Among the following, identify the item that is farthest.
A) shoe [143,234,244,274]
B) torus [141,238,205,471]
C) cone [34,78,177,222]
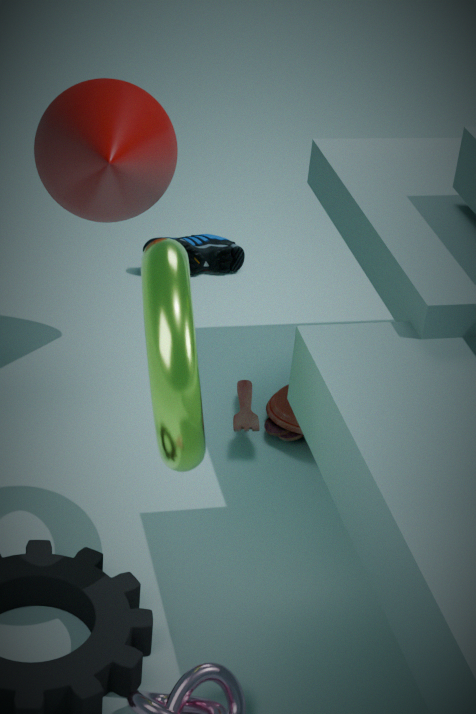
A. shoe [143,234,244,274]
